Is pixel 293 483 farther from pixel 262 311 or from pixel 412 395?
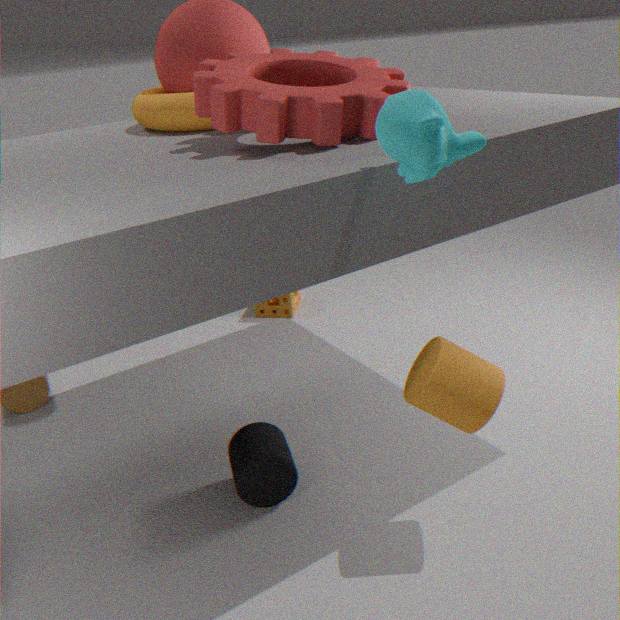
pixel 262 311
